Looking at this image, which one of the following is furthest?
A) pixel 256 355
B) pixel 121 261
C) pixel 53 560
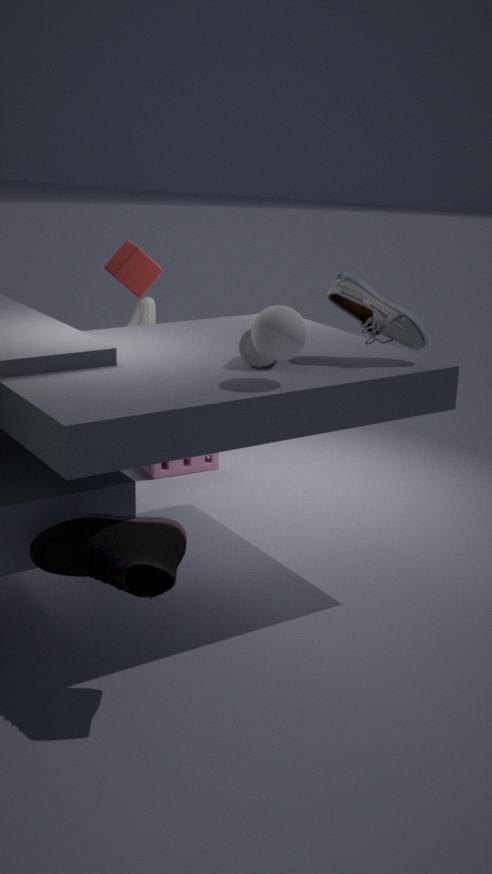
pixel 121 261
